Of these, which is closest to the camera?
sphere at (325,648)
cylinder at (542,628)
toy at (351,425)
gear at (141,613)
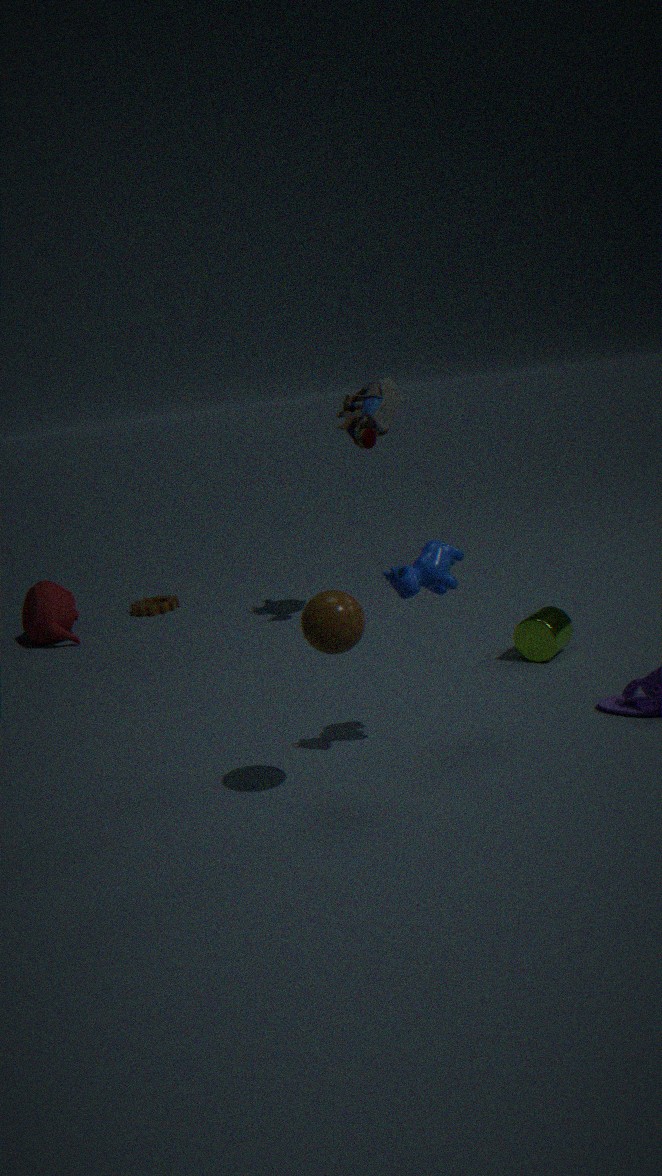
sphere at (325,648)
